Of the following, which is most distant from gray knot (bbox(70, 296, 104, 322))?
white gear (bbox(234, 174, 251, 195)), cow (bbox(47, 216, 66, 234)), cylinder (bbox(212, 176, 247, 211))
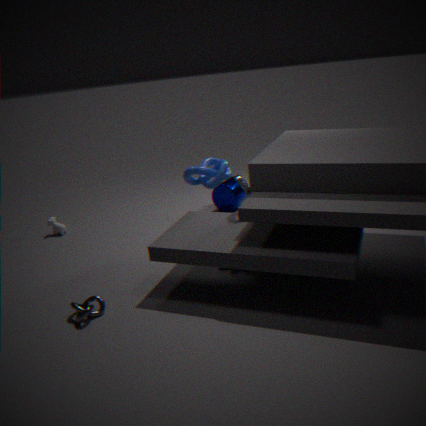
cylinder (bbox(212, 176, 247, 211))
